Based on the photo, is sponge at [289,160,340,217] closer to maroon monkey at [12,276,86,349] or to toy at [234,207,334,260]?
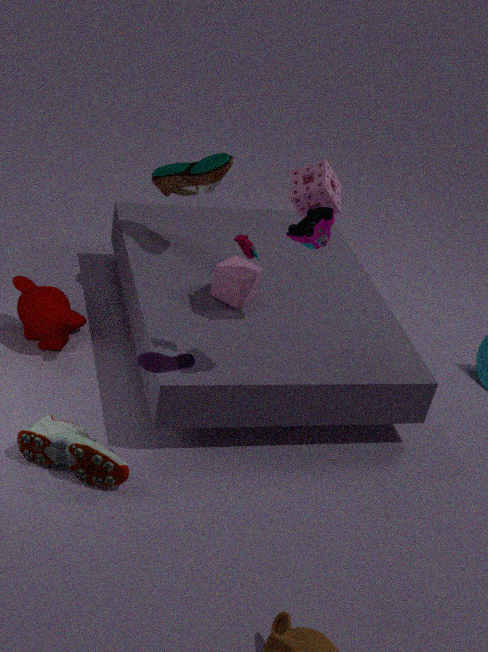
toy at [234,207,334,260]
